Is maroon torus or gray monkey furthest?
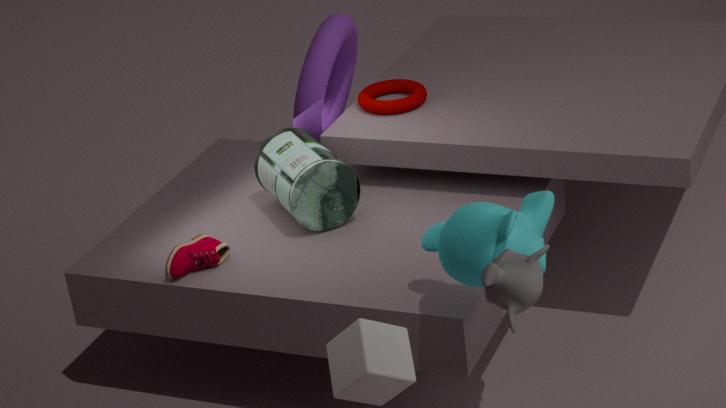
maroon torus
